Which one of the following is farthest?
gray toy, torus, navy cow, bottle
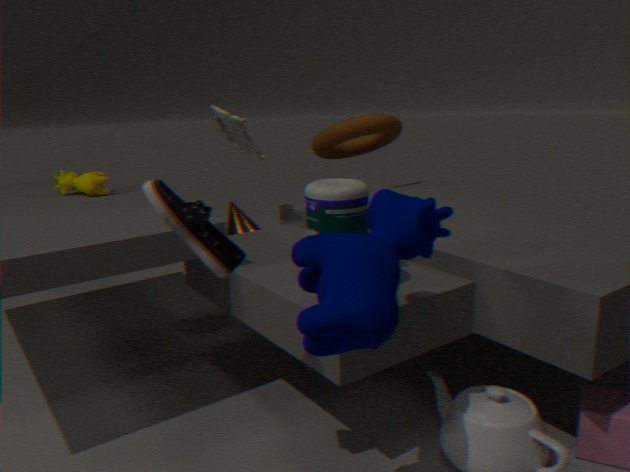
torus
